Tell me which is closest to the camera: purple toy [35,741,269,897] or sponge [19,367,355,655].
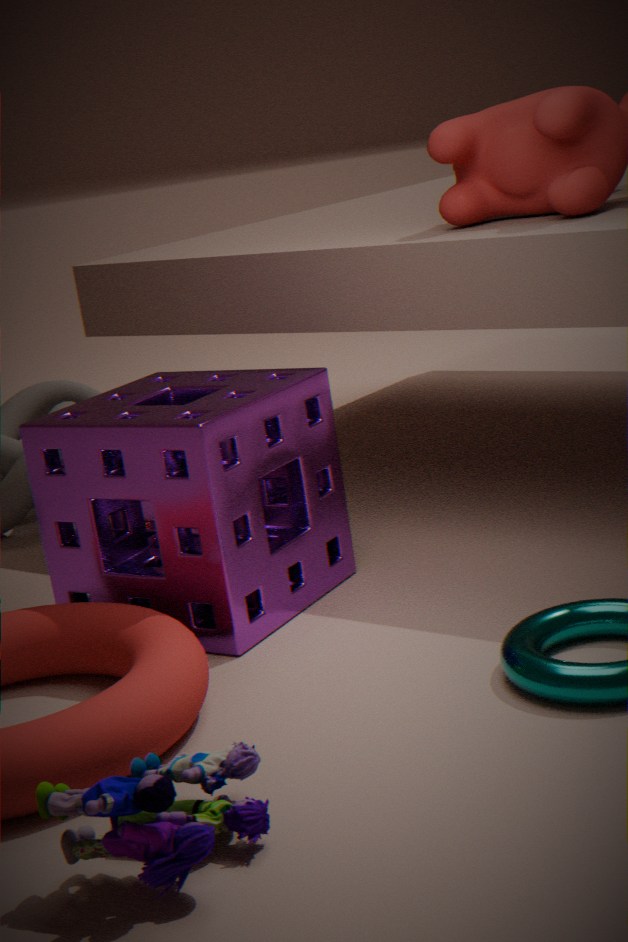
purple toy [35,741,269,897]
